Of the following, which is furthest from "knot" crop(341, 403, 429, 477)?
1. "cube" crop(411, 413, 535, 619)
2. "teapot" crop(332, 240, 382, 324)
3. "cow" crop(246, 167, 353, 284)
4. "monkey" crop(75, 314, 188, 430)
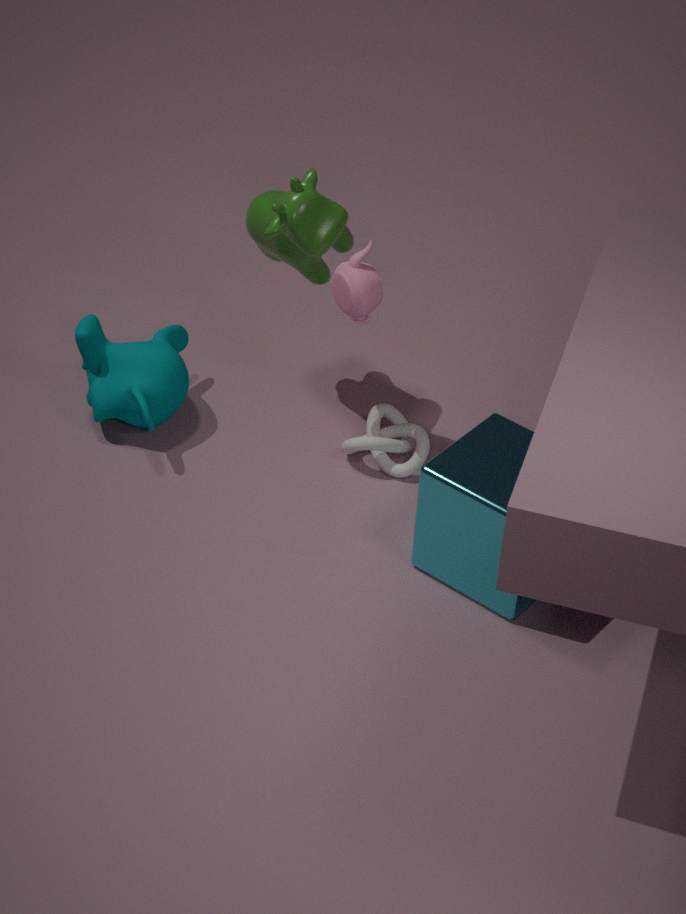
"monkey" crop(75, 314, 188, 430)
